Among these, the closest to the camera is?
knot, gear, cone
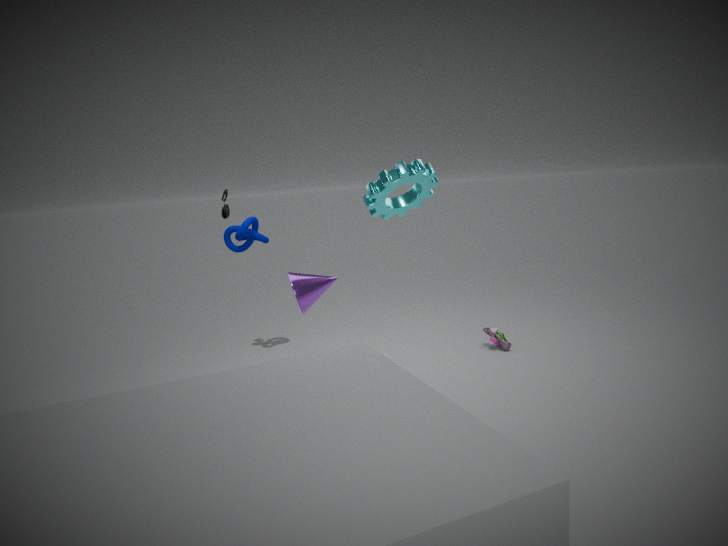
gear
